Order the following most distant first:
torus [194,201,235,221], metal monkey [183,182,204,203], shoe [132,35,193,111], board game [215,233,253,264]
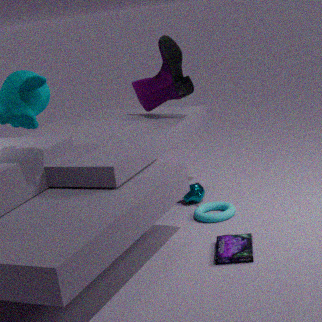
1. metal monkey [183,182,204,203]
2. shoe [132,35,193,111]
3. torus [194,201,235,221]
4. board game [215,233,253,264]
